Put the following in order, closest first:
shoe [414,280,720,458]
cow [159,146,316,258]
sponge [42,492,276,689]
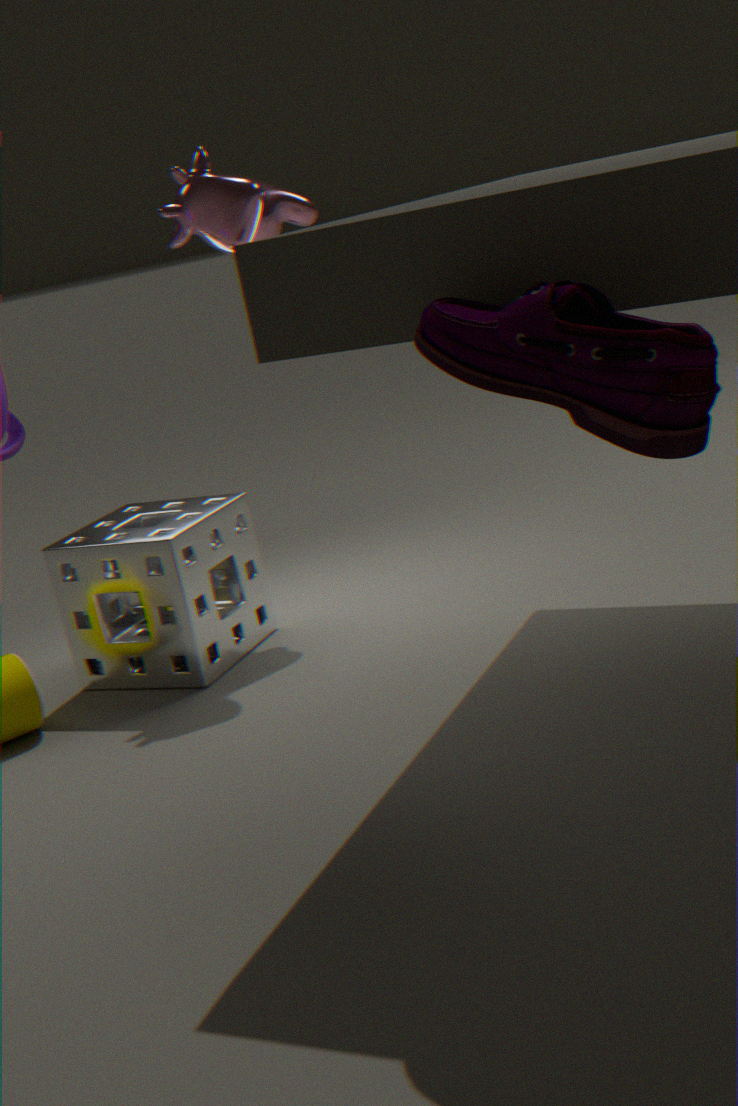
shoe [414,280,720,458]
sponge [42,492,276,689]
cow [159,146,316,258]
